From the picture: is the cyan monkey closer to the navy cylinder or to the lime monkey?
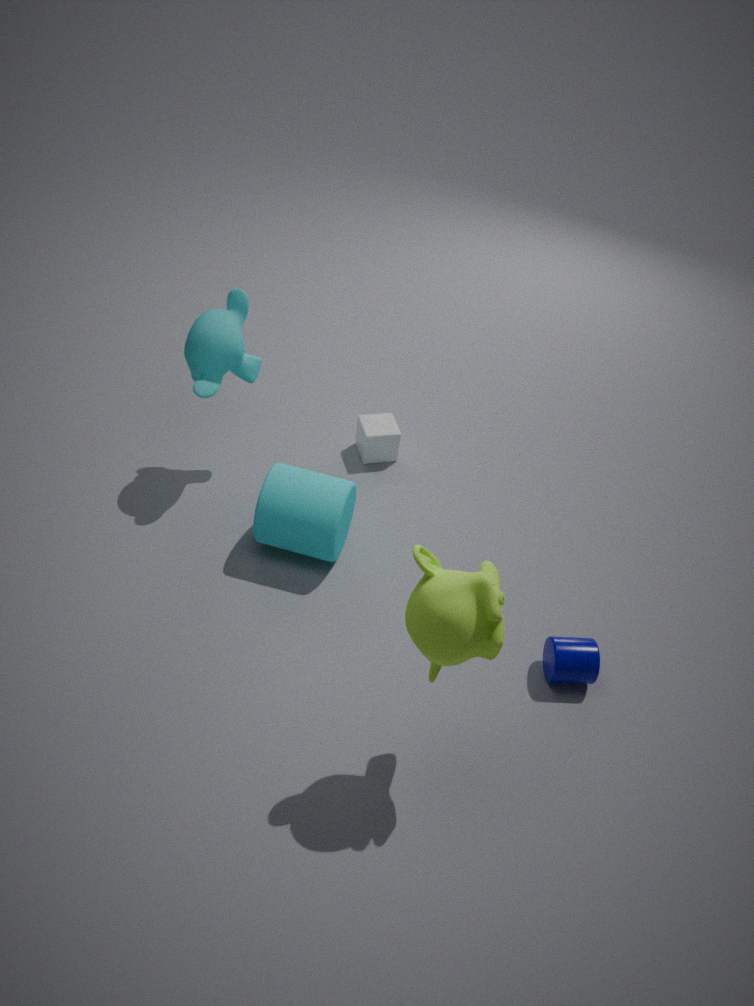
the lime monkey
